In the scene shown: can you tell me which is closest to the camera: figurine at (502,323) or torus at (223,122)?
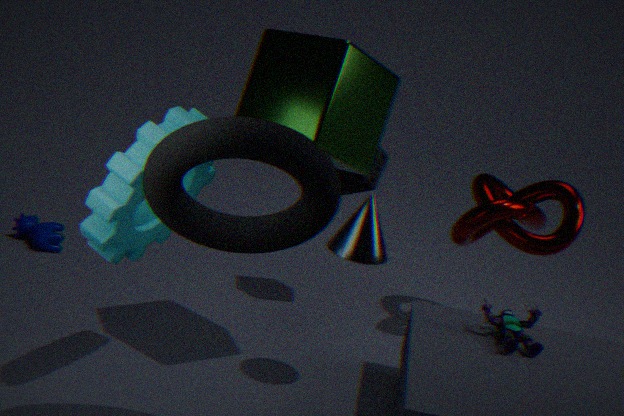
torus at (223,122)
